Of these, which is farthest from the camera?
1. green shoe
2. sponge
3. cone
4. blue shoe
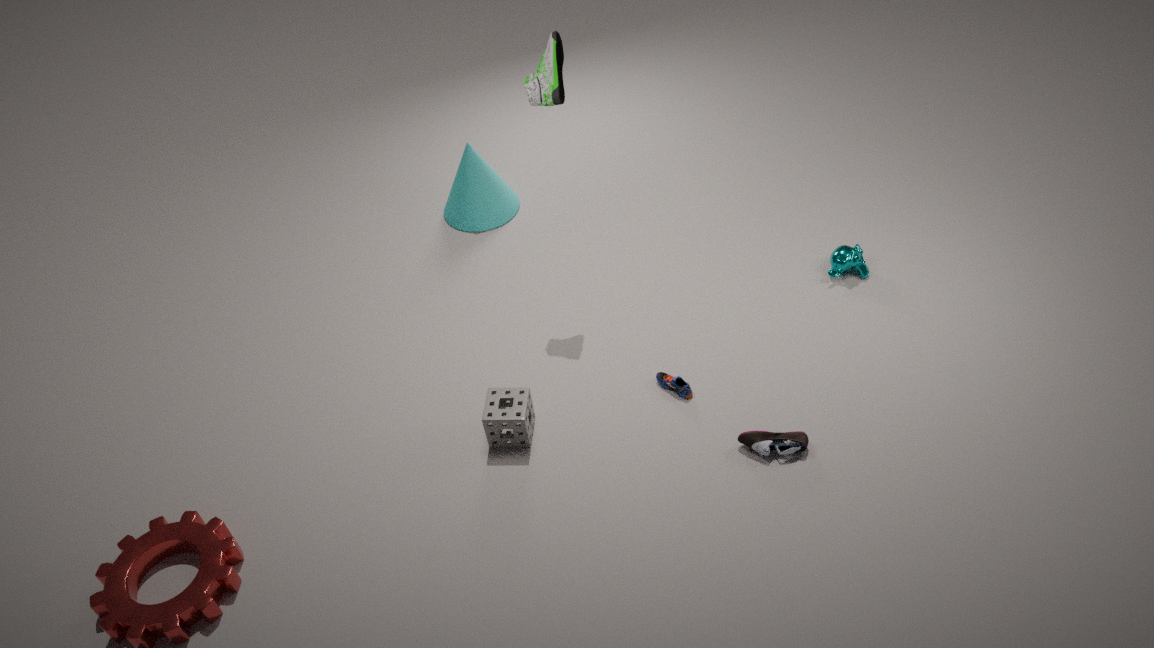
cone
